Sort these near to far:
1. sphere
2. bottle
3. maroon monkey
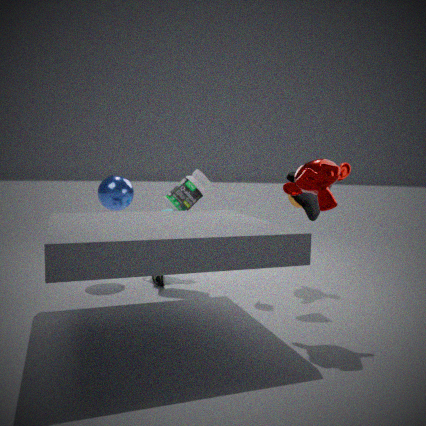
maroon monkey
bottle
sphere
